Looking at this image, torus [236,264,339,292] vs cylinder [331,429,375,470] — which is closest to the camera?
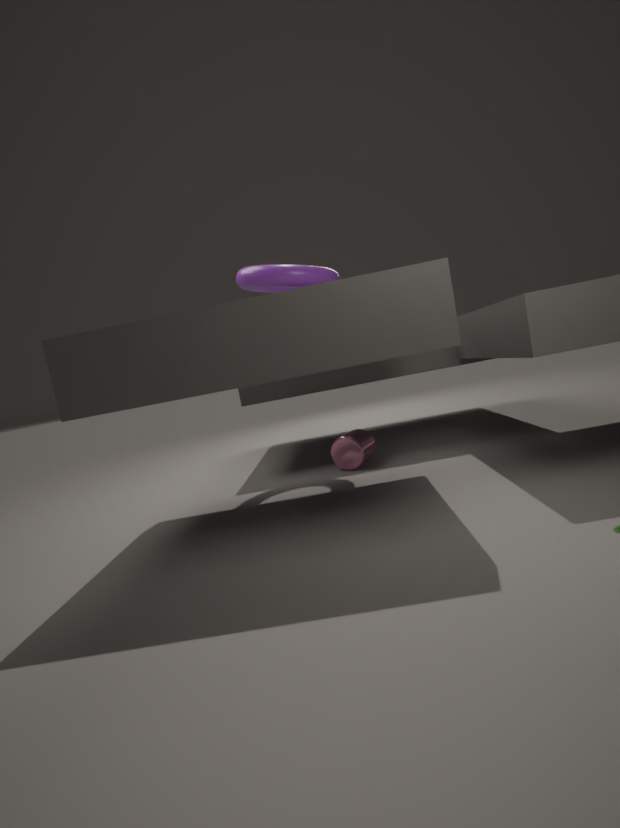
torus [236,264,339,292]
